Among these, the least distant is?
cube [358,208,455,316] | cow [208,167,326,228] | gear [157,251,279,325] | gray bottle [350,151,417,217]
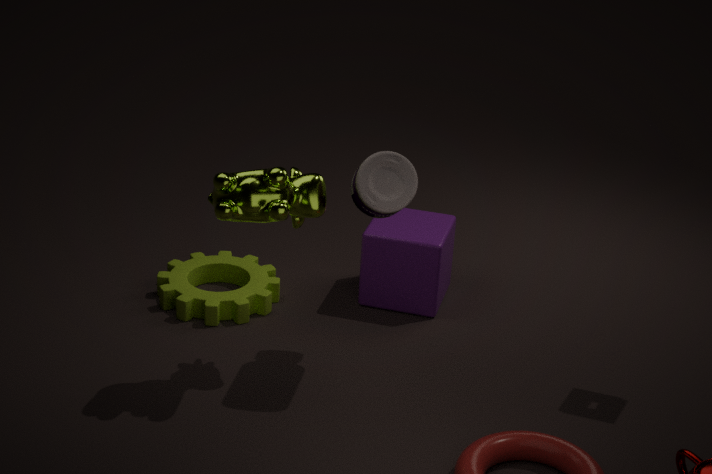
cow [208,167,326,228]
